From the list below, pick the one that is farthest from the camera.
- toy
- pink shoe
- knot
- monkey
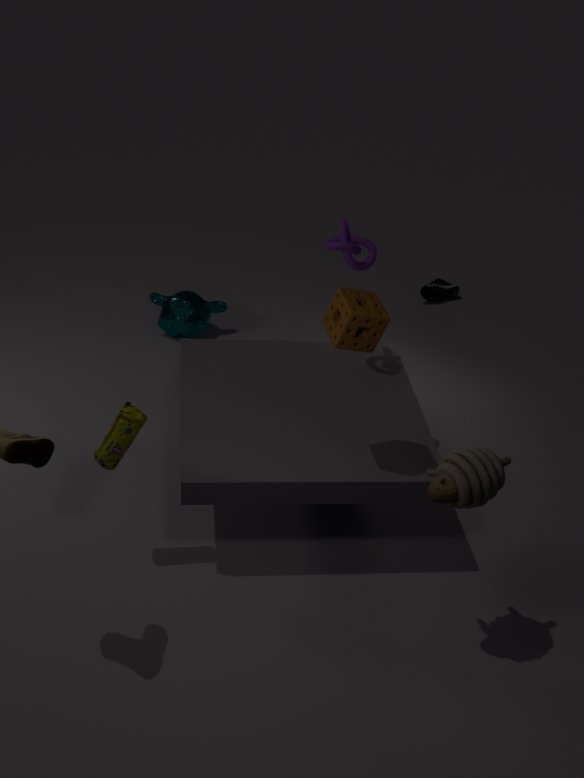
pink shoe
